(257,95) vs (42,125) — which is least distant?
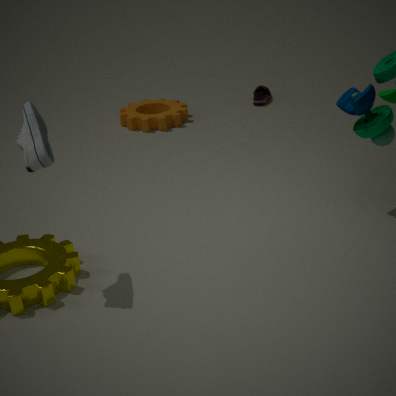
(42,125)
